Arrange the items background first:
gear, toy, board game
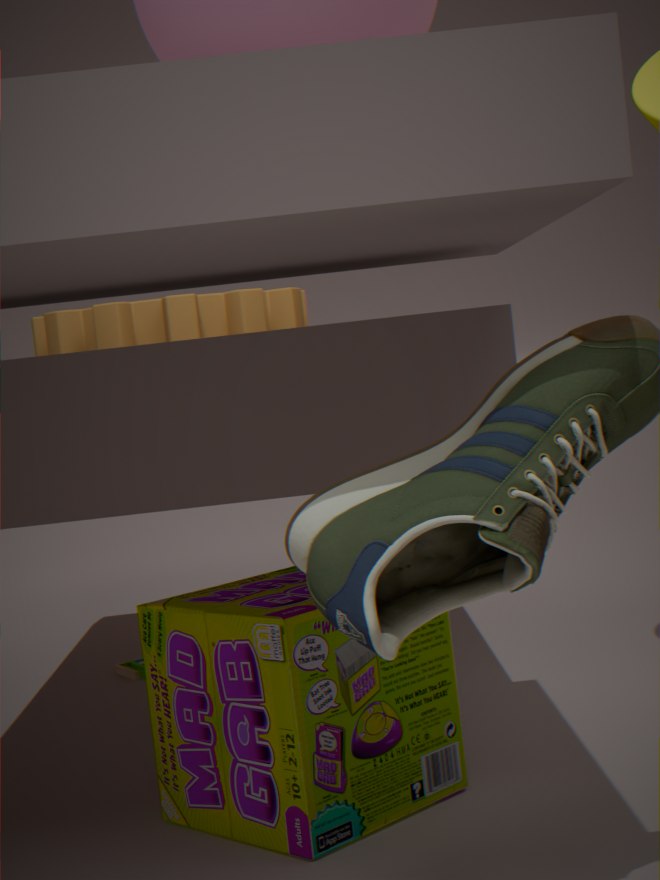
toy
gear
board game
